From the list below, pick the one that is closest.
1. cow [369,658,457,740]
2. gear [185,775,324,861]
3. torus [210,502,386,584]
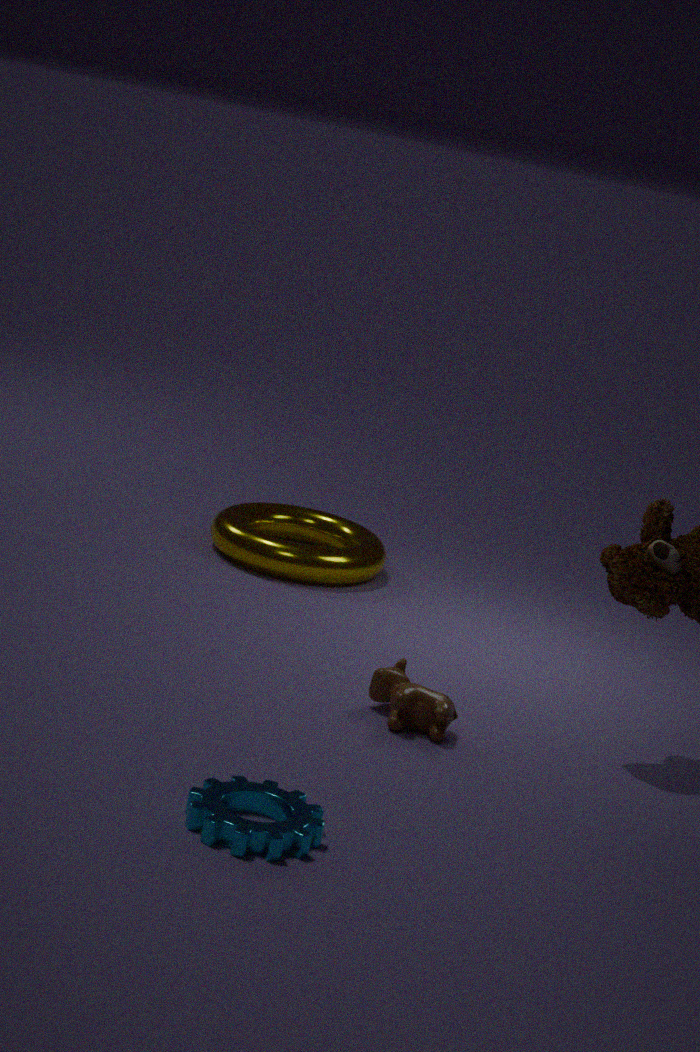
gear [185,775,324,861]
